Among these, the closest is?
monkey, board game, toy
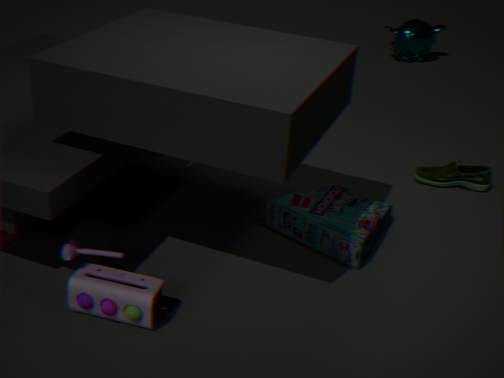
toy
